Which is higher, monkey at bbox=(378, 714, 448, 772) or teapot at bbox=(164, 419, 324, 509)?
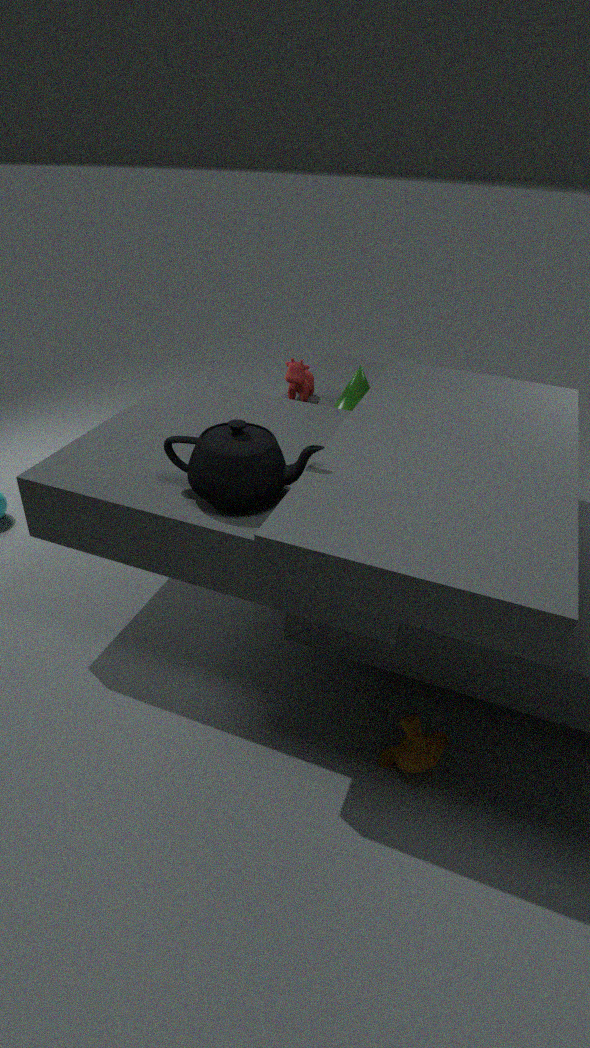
teapot at bbox=(164, 419, 324, 509)
